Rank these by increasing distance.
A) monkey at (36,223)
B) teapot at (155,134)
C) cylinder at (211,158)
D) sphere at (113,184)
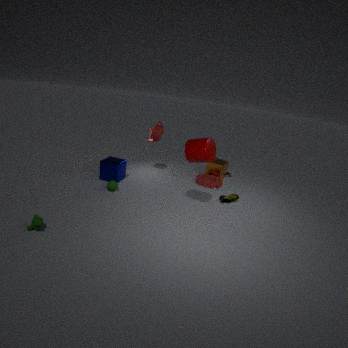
monkey at (36,223)
cylinder at (211,158)
sphere at (113,184)
teapot at (155,134)
